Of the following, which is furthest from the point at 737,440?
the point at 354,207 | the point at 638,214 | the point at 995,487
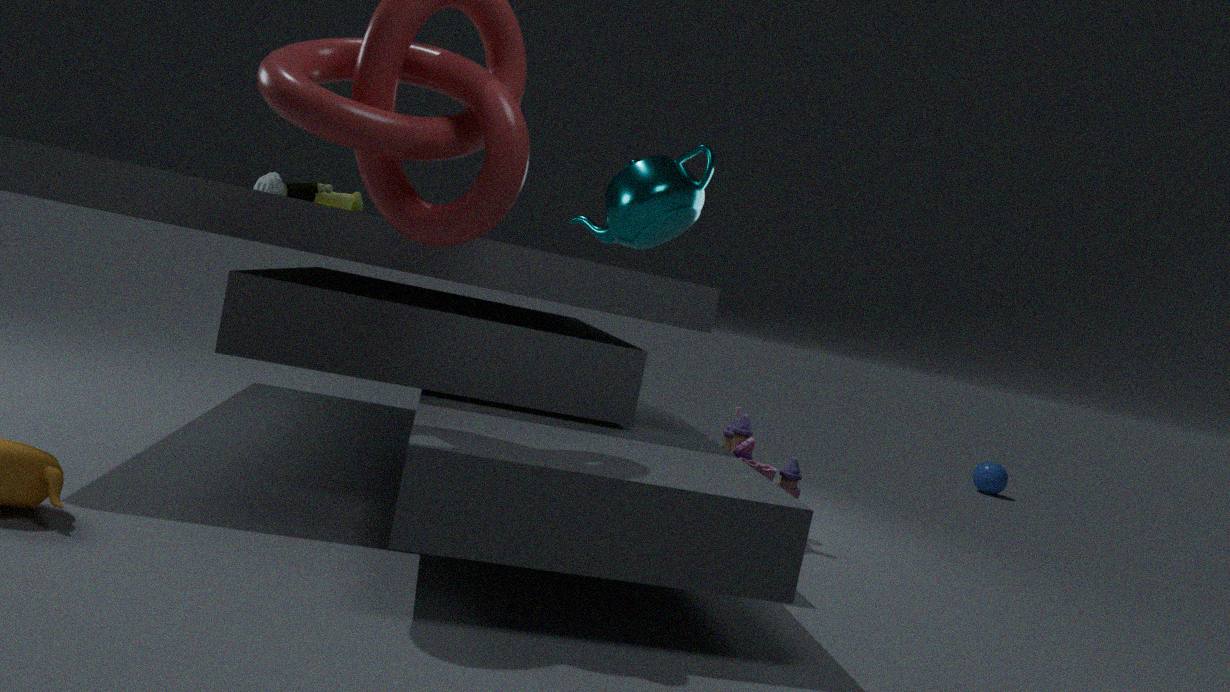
the point at 995,487
